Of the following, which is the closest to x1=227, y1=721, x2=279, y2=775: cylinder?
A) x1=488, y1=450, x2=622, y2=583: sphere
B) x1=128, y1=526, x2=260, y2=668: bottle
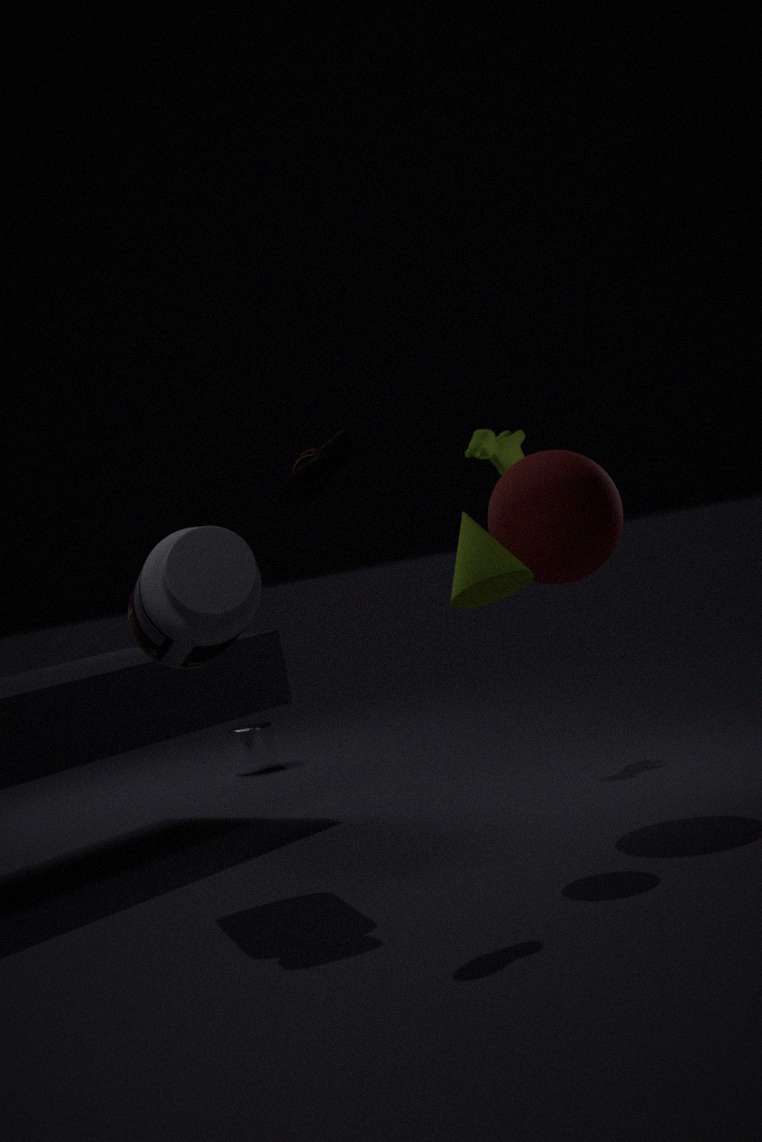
x1=128, y1=526, x2=260, y2=668: bottle
